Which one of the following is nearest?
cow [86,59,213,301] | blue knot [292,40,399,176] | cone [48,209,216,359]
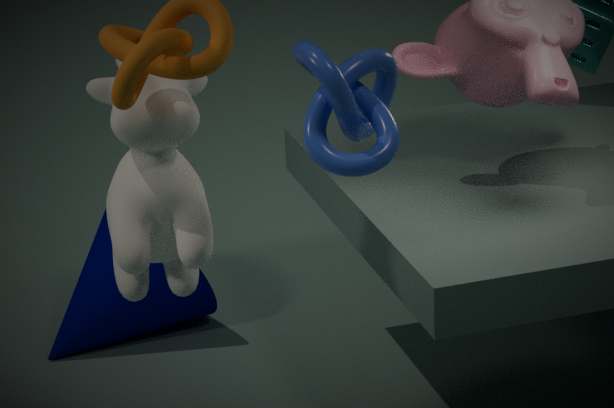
blue knot [292,40,399,176]
